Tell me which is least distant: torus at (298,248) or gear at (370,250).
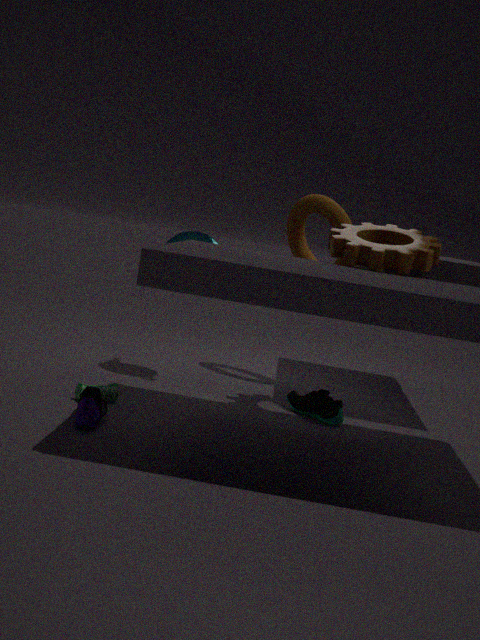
gear at (370,250)
